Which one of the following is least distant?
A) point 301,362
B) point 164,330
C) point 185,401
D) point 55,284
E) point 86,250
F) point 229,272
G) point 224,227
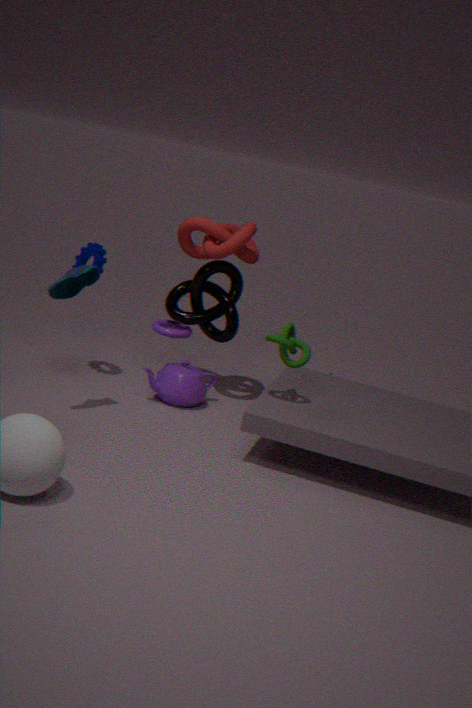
point 55,284
